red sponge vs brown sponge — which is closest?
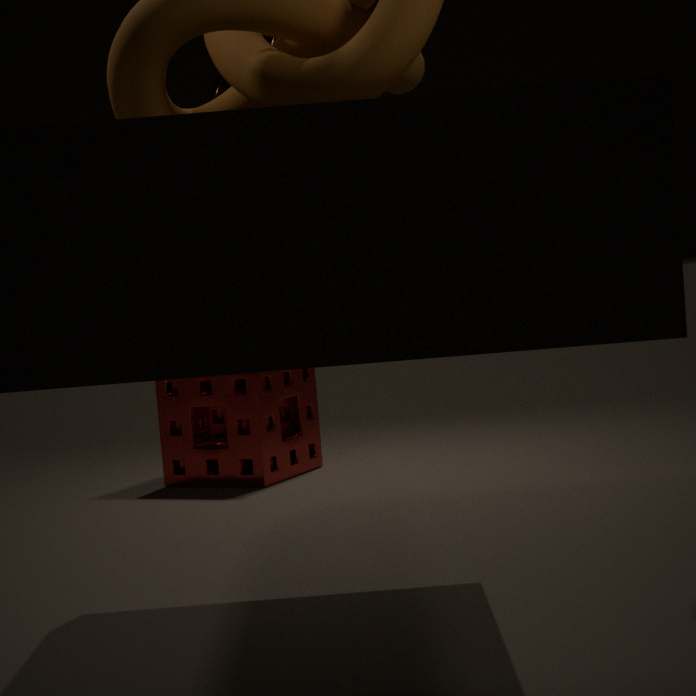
brown sponge
